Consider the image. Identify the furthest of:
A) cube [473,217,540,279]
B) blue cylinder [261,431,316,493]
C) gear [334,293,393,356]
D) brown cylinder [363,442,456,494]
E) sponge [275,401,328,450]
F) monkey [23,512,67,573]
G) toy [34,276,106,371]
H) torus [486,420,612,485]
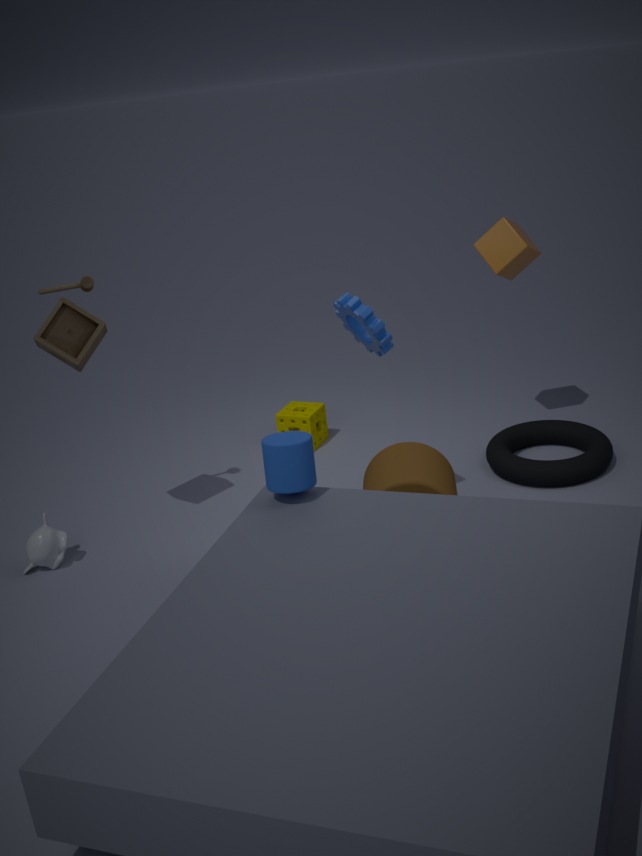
sponge [275,401,328,450]
